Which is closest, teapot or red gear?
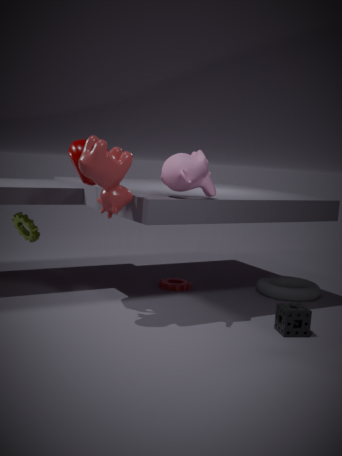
teapot
